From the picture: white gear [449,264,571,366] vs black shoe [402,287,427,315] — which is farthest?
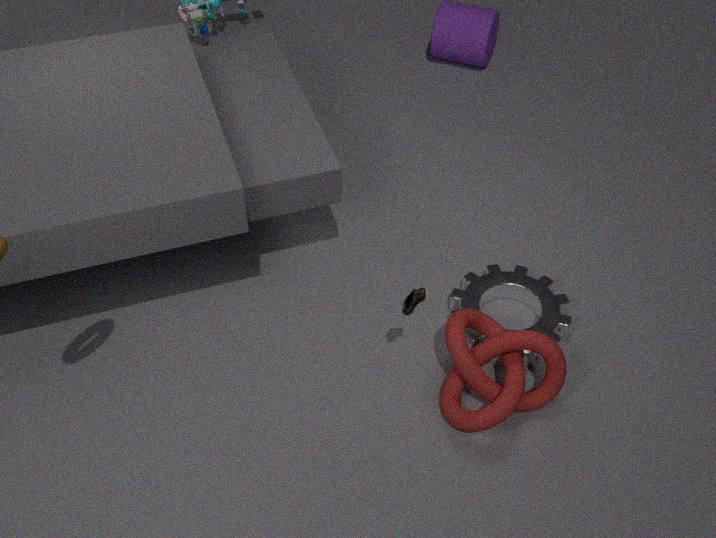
white gear [449,264,571,366]
